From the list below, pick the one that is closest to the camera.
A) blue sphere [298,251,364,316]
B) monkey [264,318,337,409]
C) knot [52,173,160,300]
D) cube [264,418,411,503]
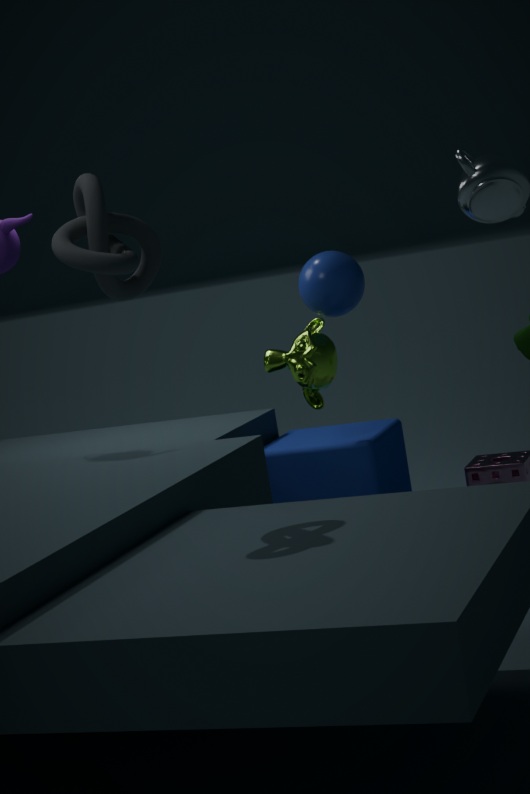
knot [52,173,160,300]
